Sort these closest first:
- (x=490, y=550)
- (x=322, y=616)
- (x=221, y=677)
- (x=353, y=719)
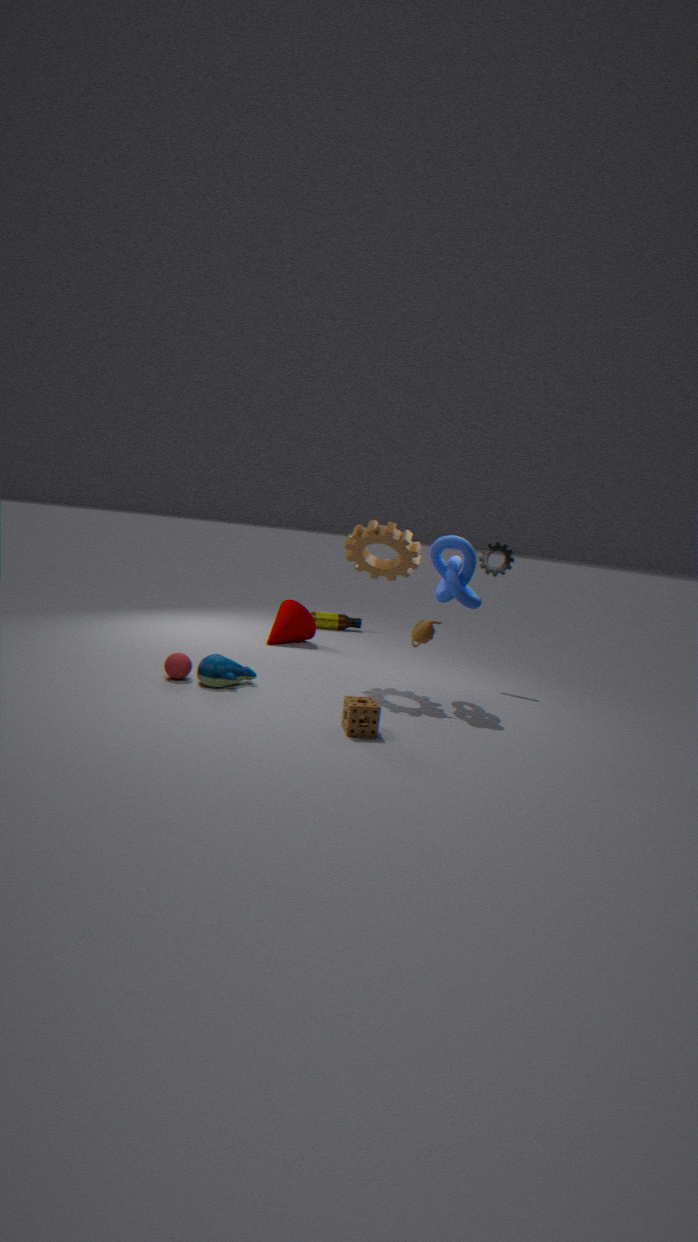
(x=353, y=719) < (x=221, y=677) < (x=490, y=550) < (x=322, y=616)
